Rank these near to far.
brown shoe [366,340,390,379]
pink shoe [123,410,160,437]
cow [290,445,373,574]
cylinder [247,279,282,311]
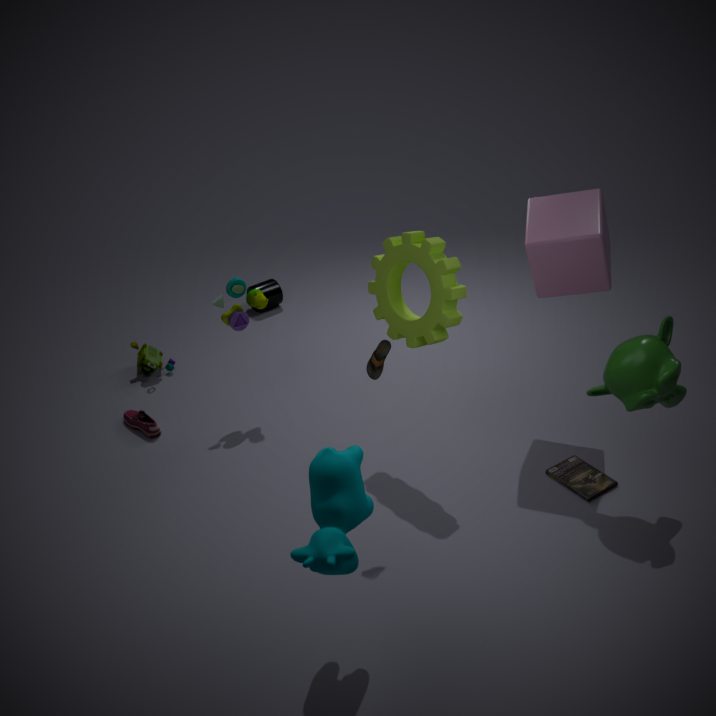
cow [290,445,373,574] < brown shoe [366,340,390,379] < pink shoe [123,410,160,437] < cylinder [247,279,282,311]
